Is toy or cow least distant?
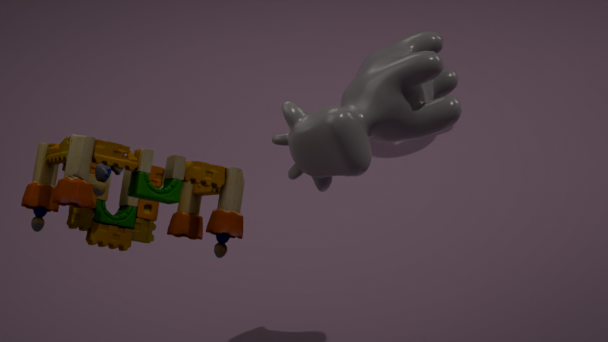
toy
